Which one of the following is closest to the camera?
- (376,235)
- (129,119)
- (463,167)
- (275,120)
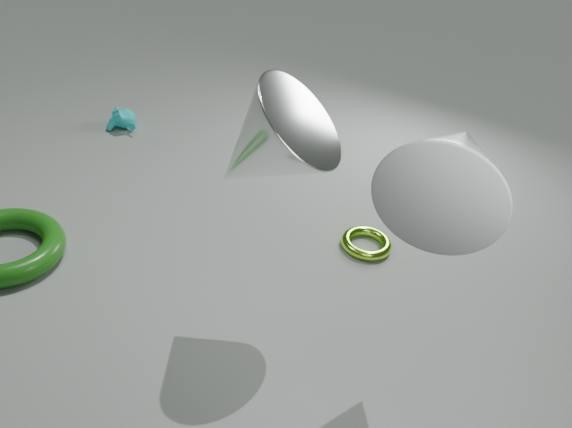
(463,167)
